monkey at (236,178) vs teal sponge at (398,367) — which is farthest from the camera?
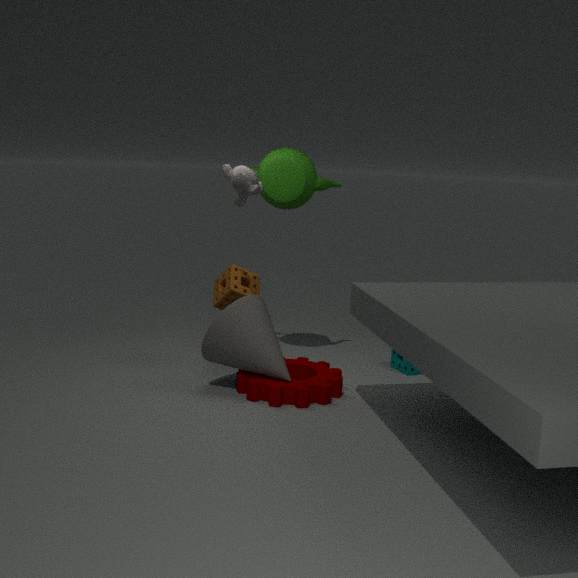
teal sponge at (398,367)
